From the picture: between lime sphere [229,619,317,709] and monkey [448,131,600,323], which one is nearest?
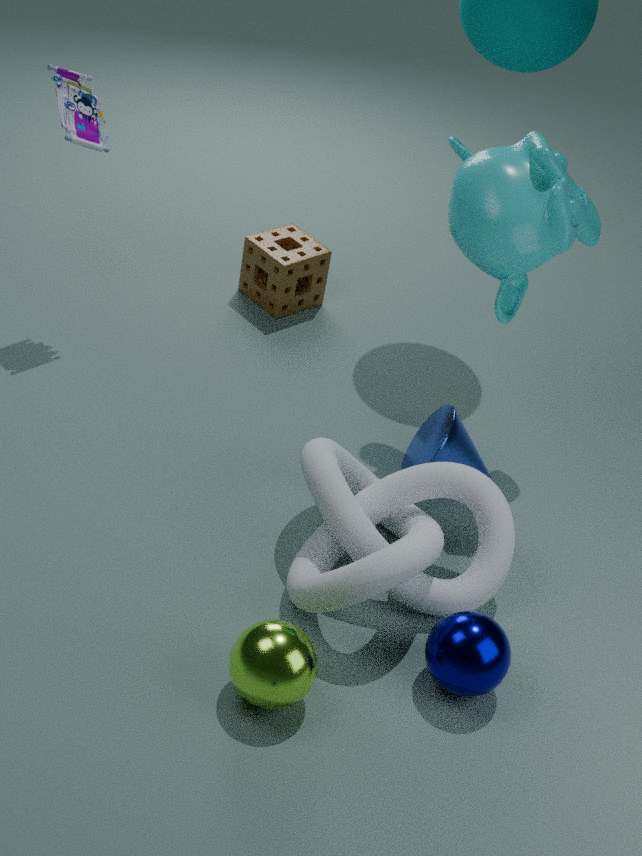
lime sphere [229,619,317,709]
